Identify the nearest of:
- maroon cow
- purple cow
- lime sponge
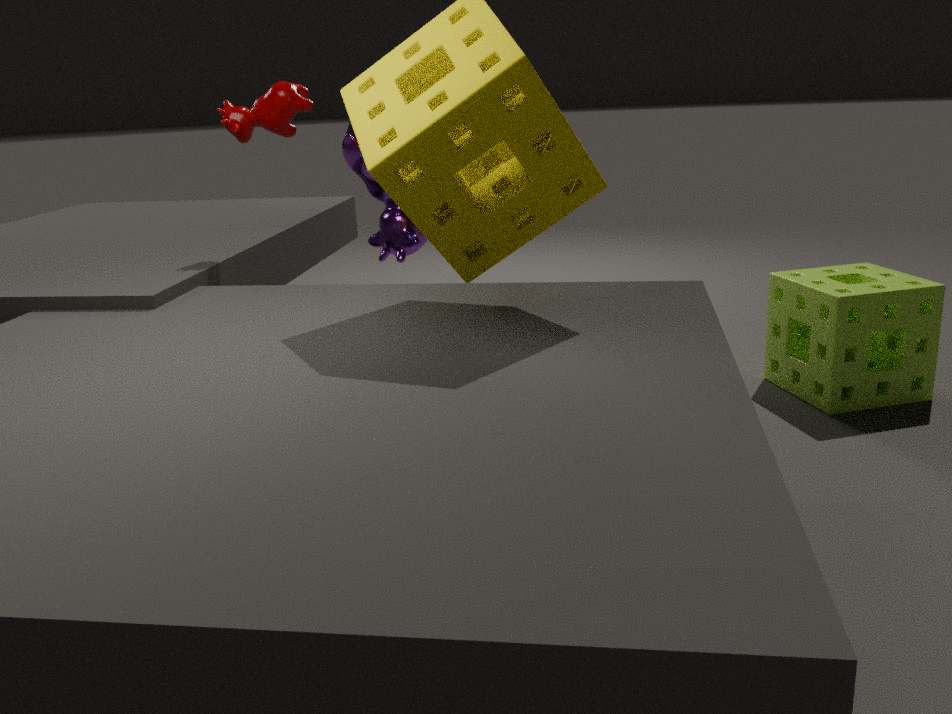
maroon cow
